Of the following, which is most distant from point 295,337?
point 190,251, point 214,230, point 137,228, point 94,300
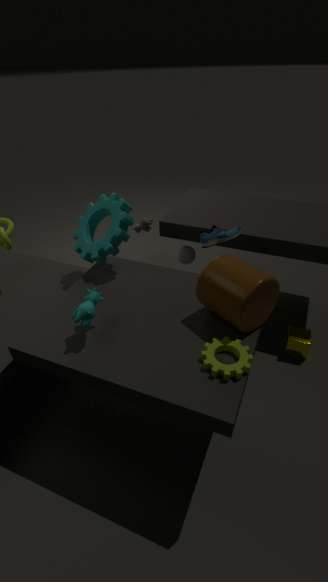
point 137,228
